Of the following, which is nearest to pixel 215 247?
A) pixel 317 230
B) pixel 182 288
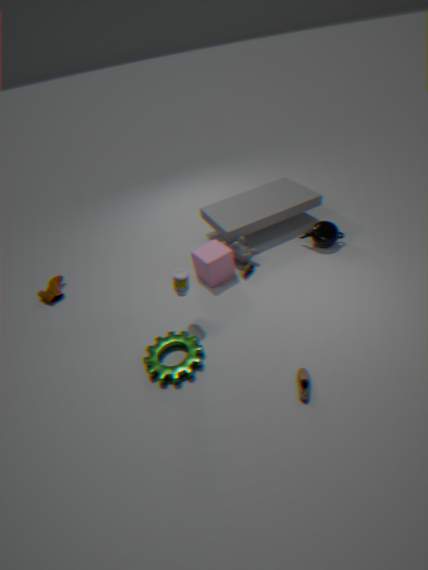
pixel 182 288
